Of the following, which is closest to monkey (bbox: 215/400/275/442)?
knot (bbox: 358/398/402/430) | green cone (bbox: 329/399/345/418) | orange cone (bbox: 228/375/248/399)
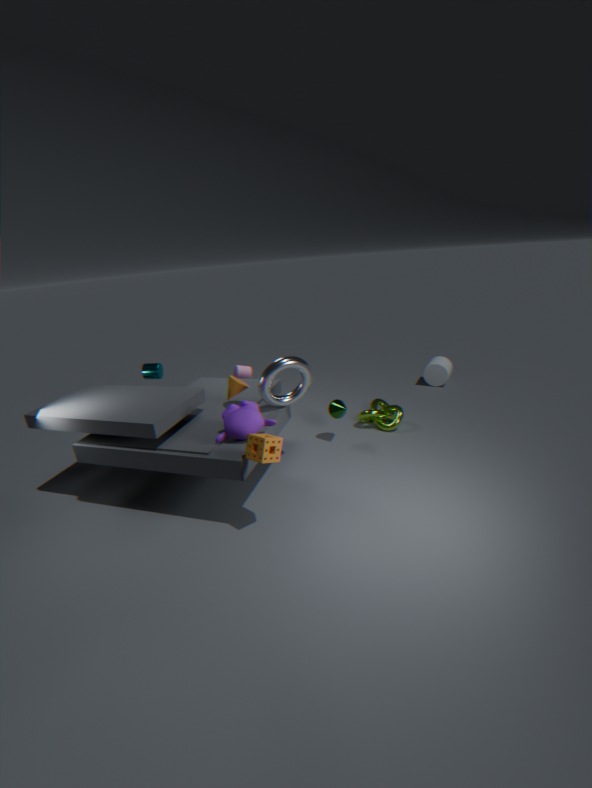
orange cone (bbox: 228/375/248/399)
